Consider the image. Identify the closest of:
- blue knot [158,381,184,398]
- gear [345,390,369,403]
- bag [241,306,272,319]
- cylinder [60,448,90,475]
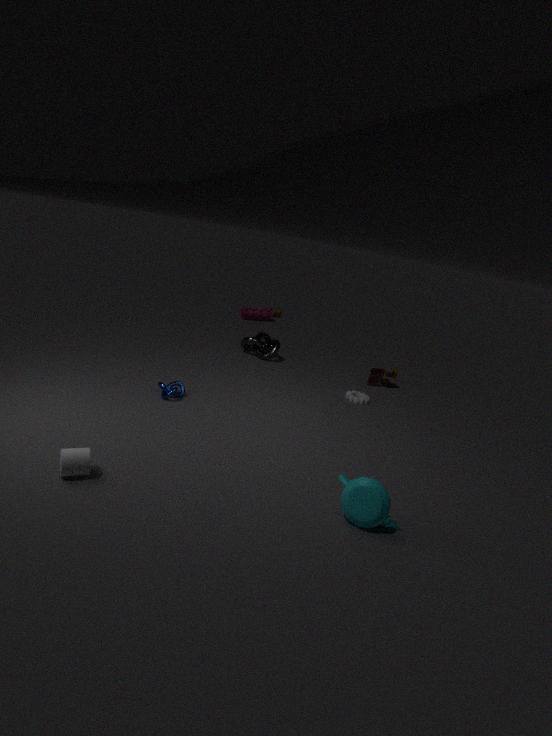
cylinder [60,448,90,475]
